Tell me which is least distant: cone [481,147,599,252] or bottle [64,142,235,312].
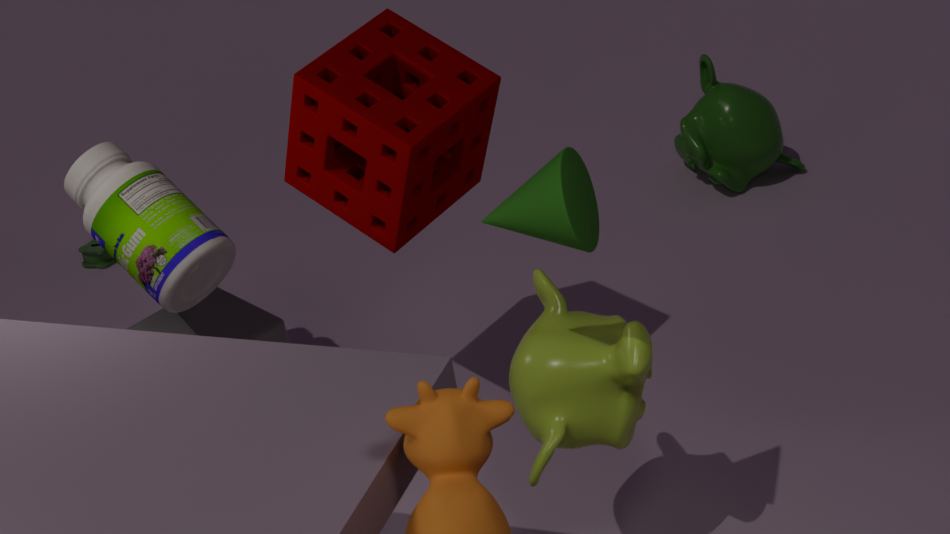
cone [481,147,599,252]
